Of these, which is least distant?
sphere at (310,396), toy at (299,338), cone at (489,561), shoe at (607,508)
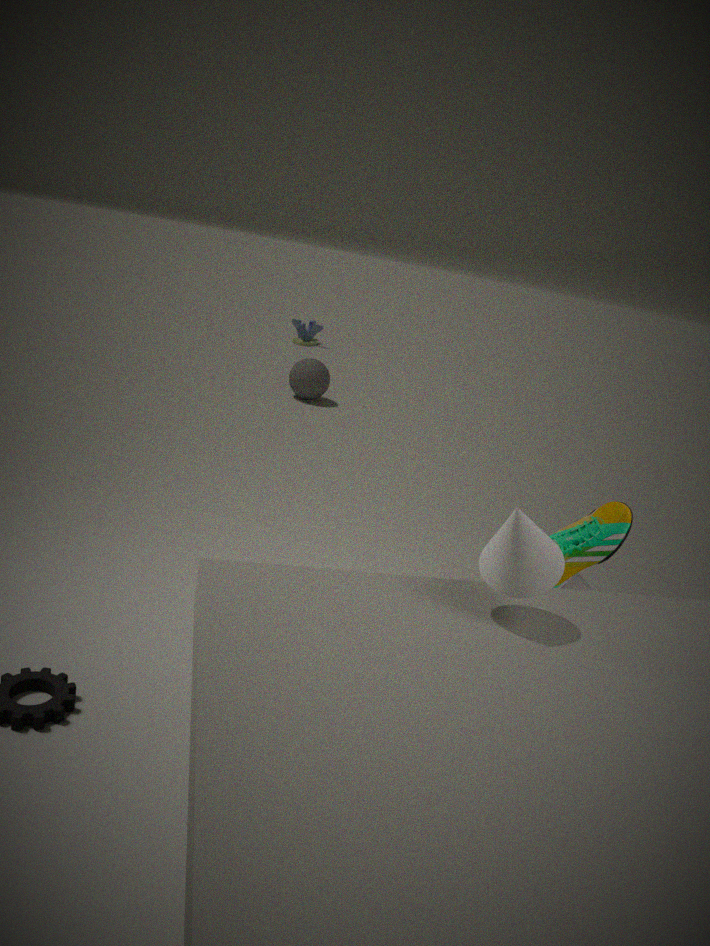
cone at (489,561)
